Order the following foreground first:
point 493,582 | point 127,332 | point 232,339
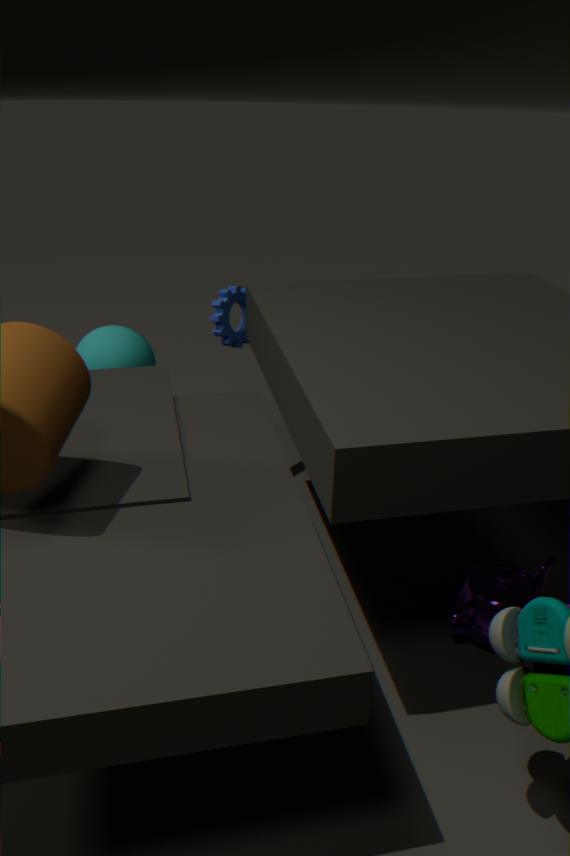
point 493,582, point 127,332, point 232,339
